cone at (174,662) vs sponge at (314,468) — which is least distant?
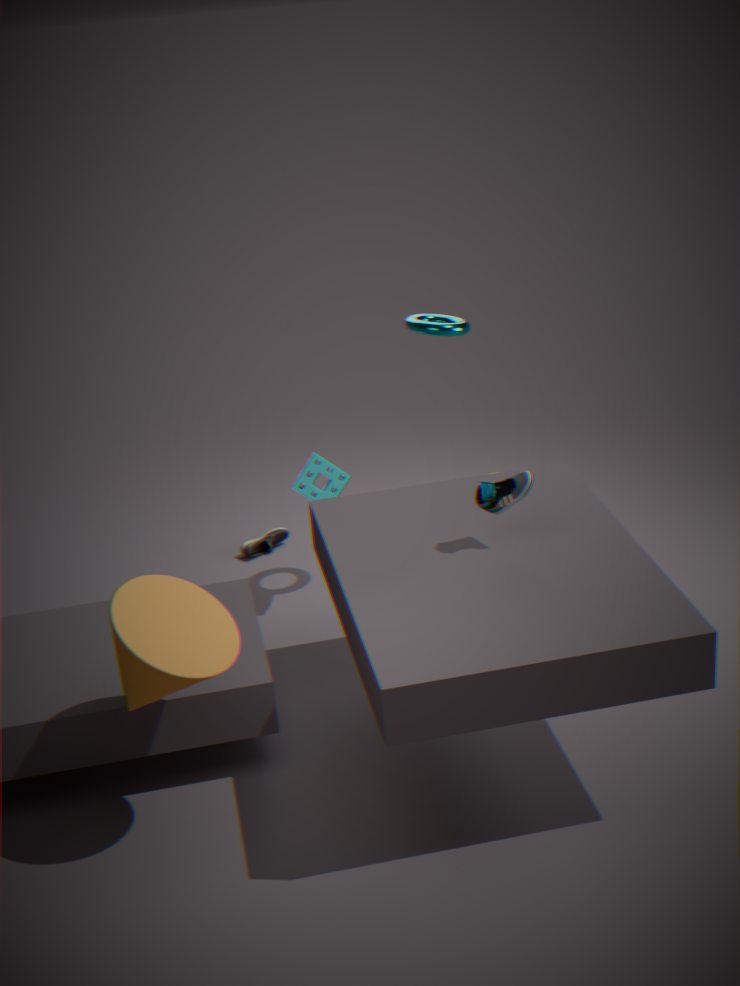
cone at (174,662)
